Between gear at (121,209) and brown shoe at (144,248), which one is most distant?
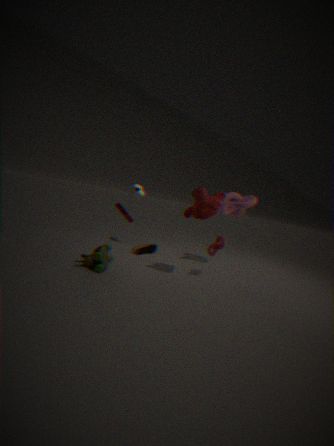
brown shoe at (144,248)
